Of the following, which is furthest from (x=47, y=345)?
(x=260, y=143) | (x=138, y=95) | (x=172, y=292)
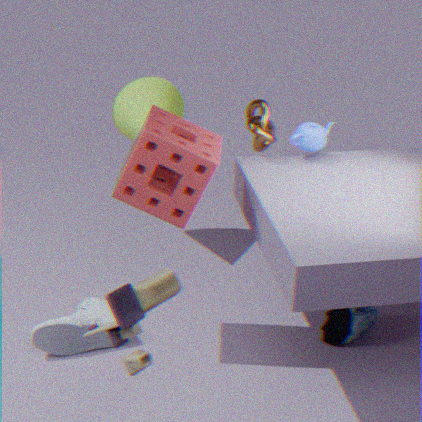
(x=138, y=95)
